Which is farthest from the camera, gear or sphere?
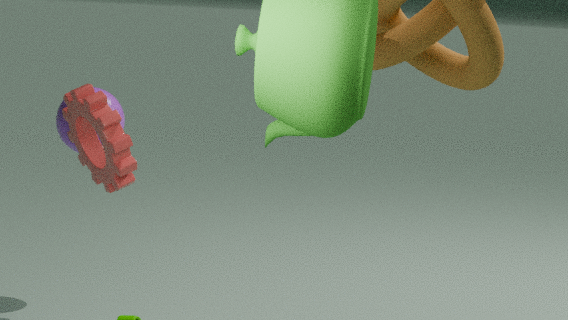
sphere
